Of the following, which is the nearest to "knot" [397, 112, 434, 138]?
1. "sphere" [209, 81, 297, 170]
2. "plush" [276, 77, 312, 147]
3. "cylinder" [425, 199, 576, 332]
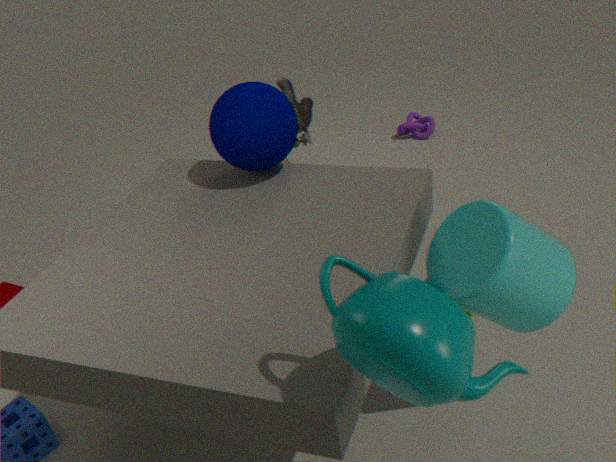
"plush" [276, 77, 312, 147]
